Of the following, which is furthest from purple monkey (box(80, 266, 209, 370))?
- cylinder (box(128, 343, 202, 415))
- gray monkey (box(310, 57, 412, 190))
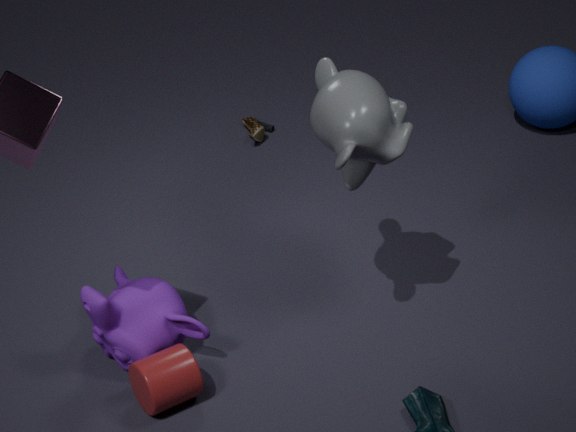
gray monkey (box(310, 57, 412, 190))
